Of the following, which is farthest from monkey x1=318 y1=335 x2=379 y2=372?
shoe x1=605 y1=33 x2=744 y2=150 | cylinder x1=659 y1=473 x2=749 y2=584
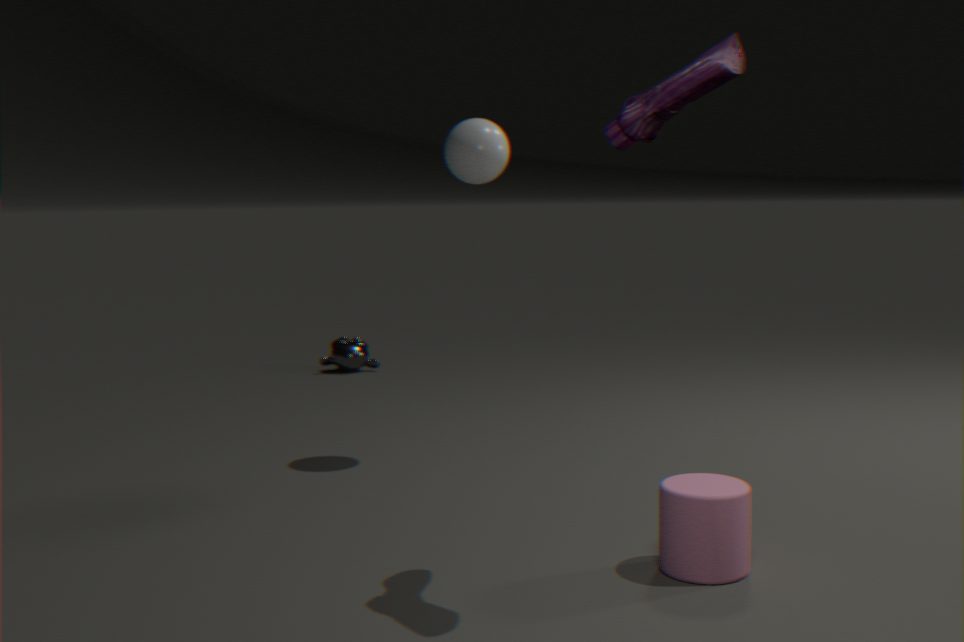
shoe x1=605 y1=33 x2=744 y2=150
